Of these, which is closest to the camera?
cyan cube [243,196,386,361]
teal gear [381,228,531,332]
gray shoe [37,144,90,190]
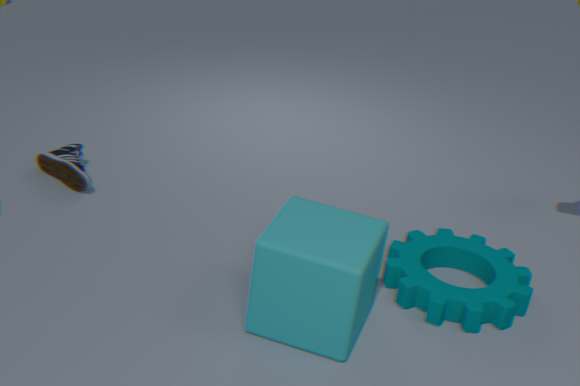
cyan cube [243,196,386,361]
